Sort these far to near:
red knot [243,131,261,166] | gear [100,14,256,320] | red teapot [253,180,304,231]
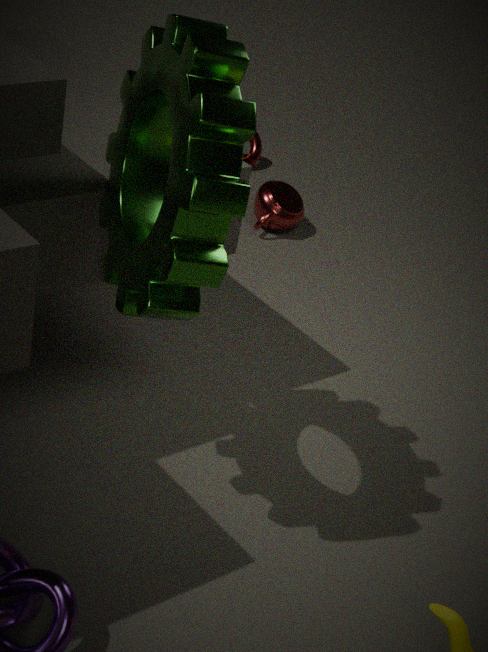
1. red knot [243,131,261,166]
2. red teapot [253,180,304,231]
3. gear [100,14,256,320]
